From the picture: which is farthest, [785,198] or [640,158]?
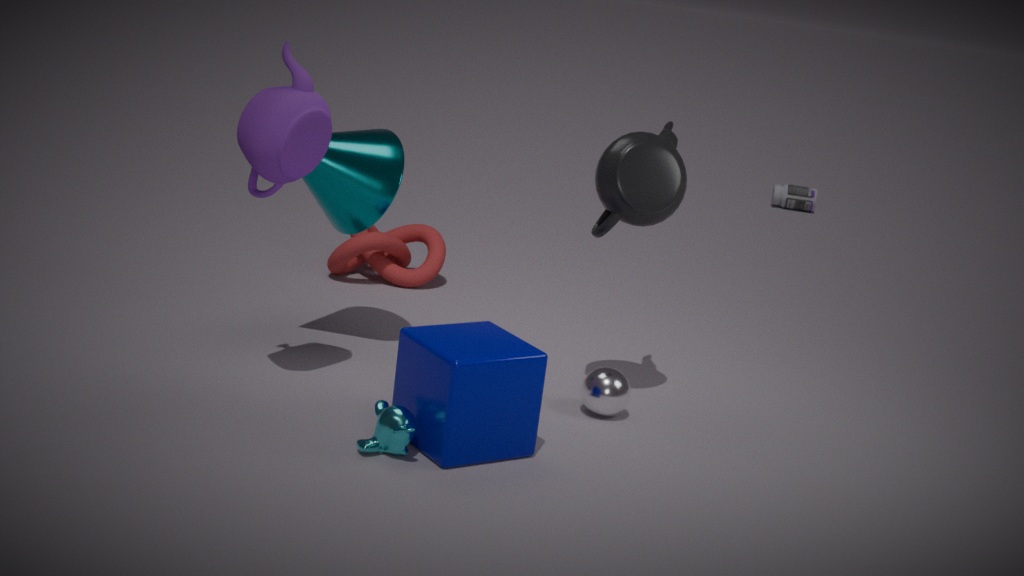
[785,198]
